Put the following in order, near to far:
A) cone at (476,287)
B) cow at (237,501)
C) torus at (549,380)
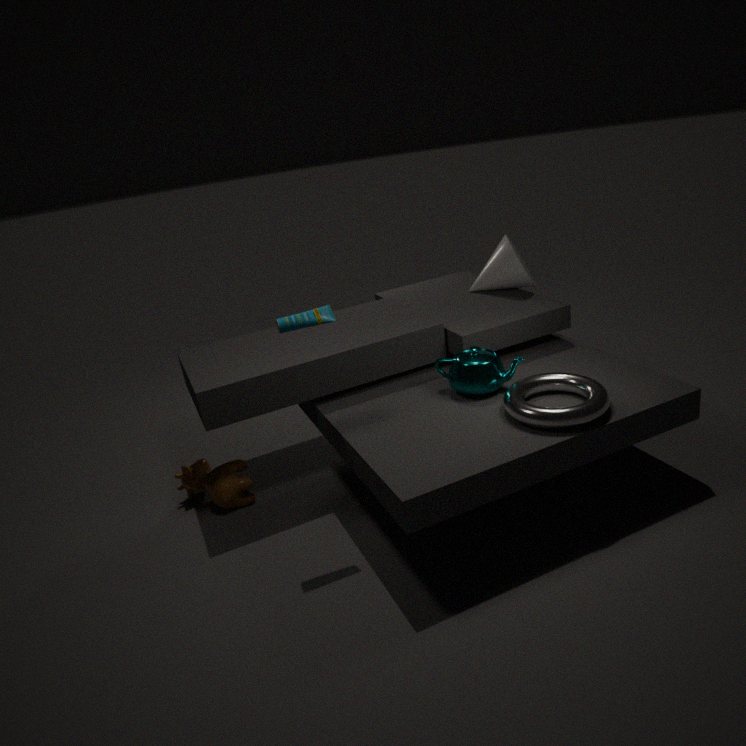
torus at (549,380) < cow at (237,501) < cone at (476,287)
